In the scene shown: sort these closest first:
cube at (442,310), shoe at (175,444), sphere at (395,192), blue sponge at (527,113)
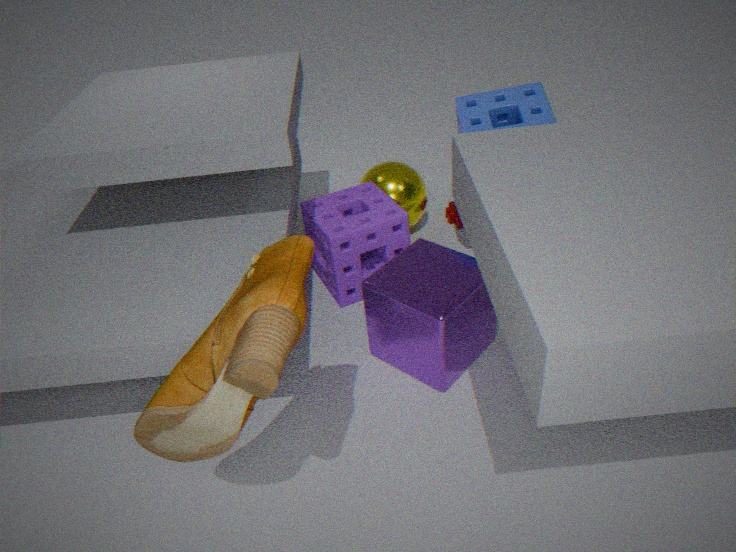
shoe at (175,444) < cube at (442,310) < blue sponge at (527,113) < sphere at (395,192)
